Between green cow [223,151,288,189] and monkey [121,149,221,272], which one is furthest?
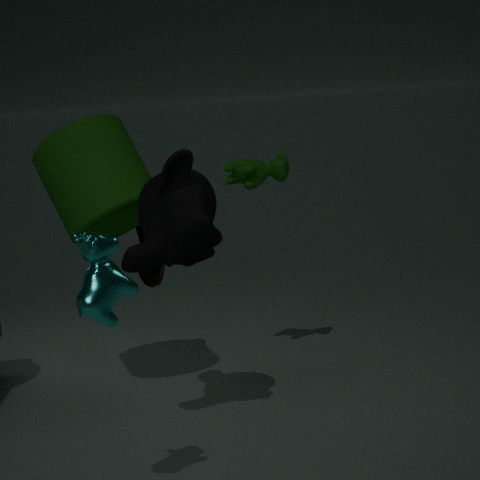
green cow [223,151,288,189]
